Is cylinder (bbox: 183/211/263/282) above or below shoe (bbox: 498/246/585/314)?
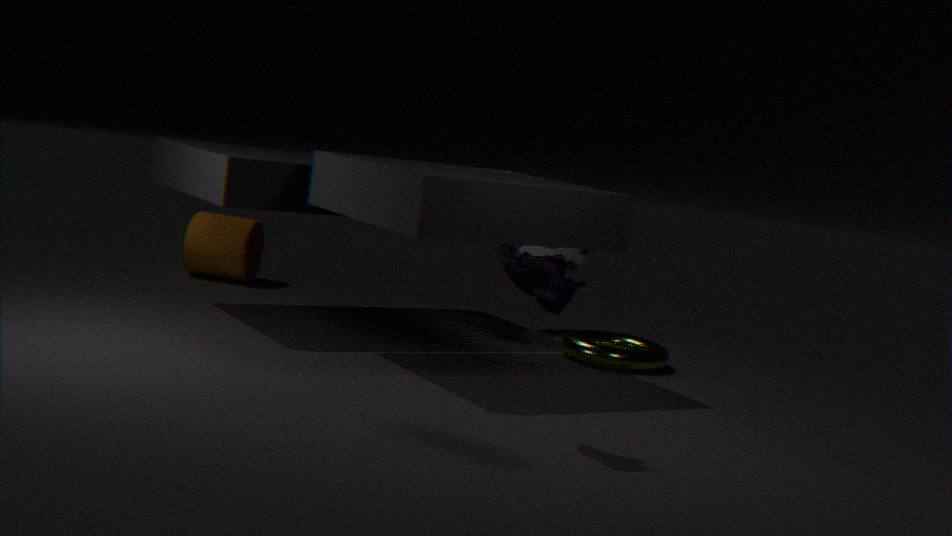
below
